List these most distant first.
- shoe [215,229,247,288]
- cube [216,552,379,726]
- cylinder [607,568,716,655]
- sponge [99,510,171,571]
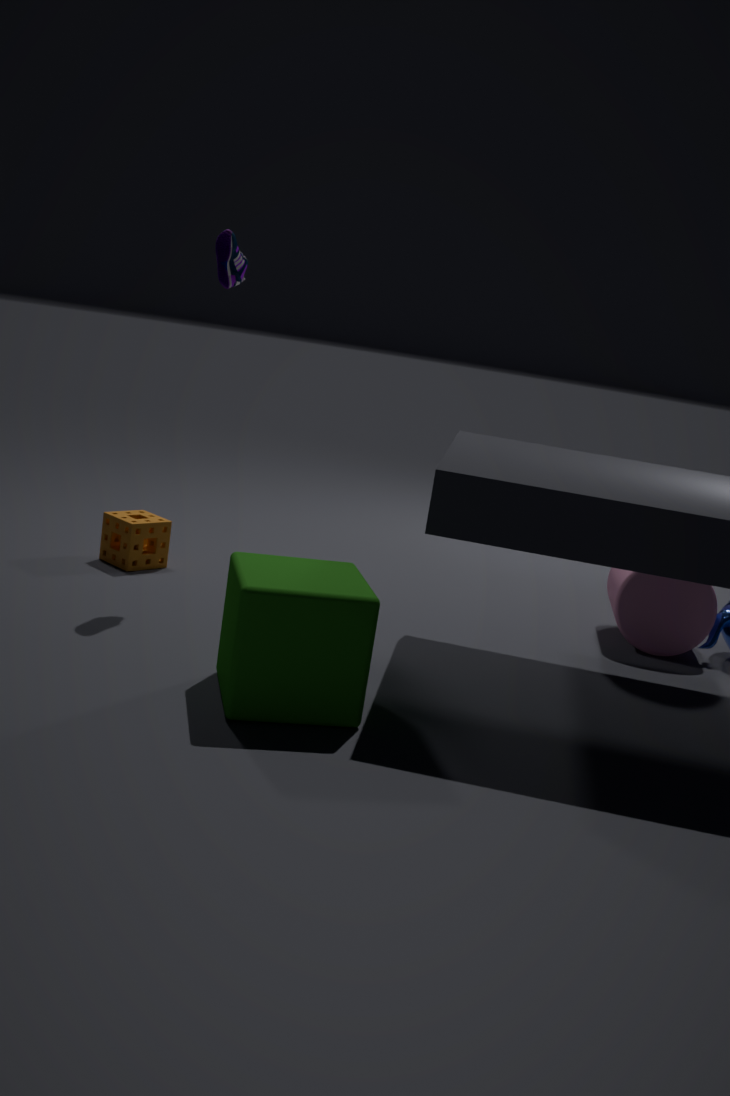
sponge [99,510,171,571]
cylinder [607,568,716,655]
shoe [215,229,247,288]
cube [216,552,379,726]
